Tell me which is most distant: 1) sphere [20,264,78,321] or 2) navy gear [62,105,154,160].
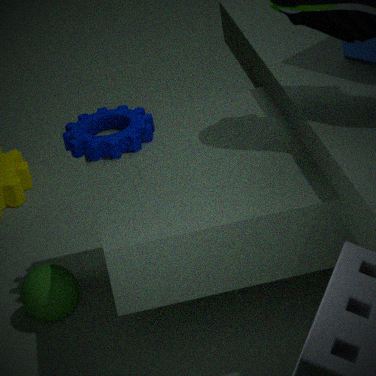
1. sphere [20,264,78,321]
